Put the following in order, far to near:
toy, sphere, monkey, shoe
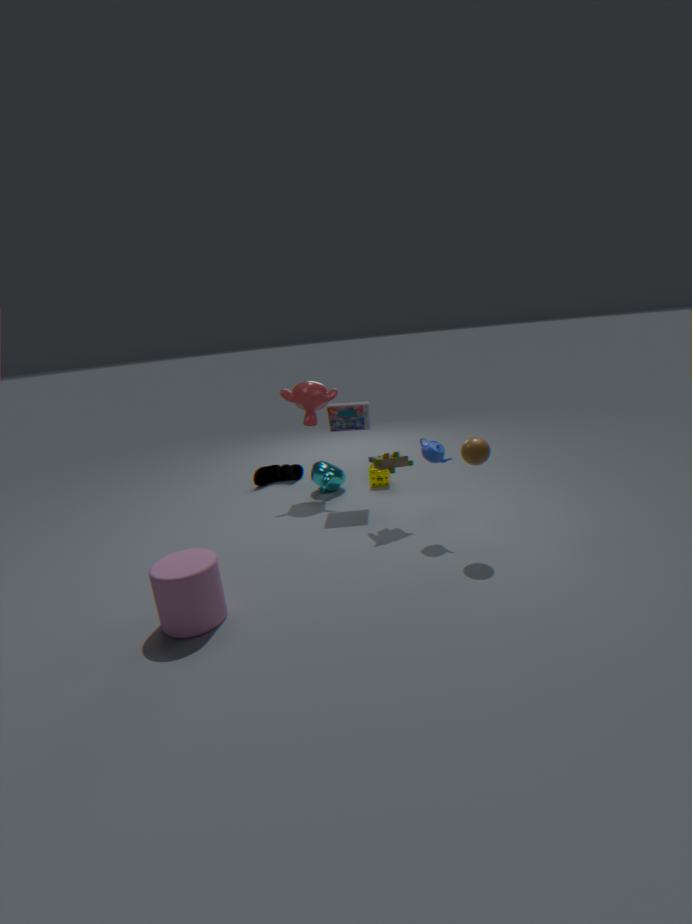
shoe, monkey, toy, sphere
